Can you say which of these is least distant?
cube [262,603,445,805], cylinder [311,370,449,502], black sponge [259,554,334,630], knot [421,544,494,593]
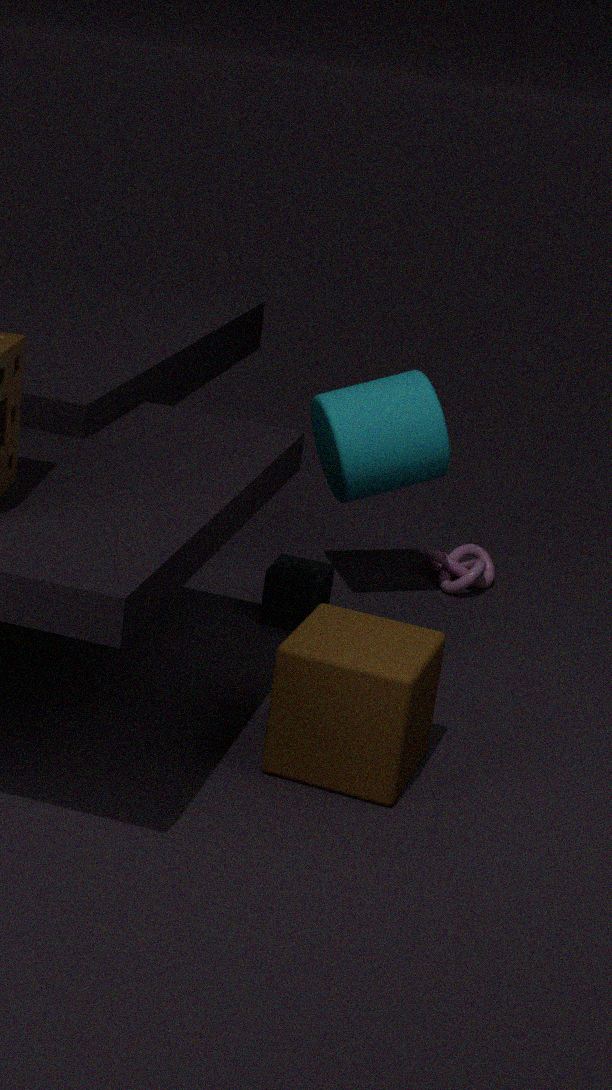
cube [262,603,445,805]
